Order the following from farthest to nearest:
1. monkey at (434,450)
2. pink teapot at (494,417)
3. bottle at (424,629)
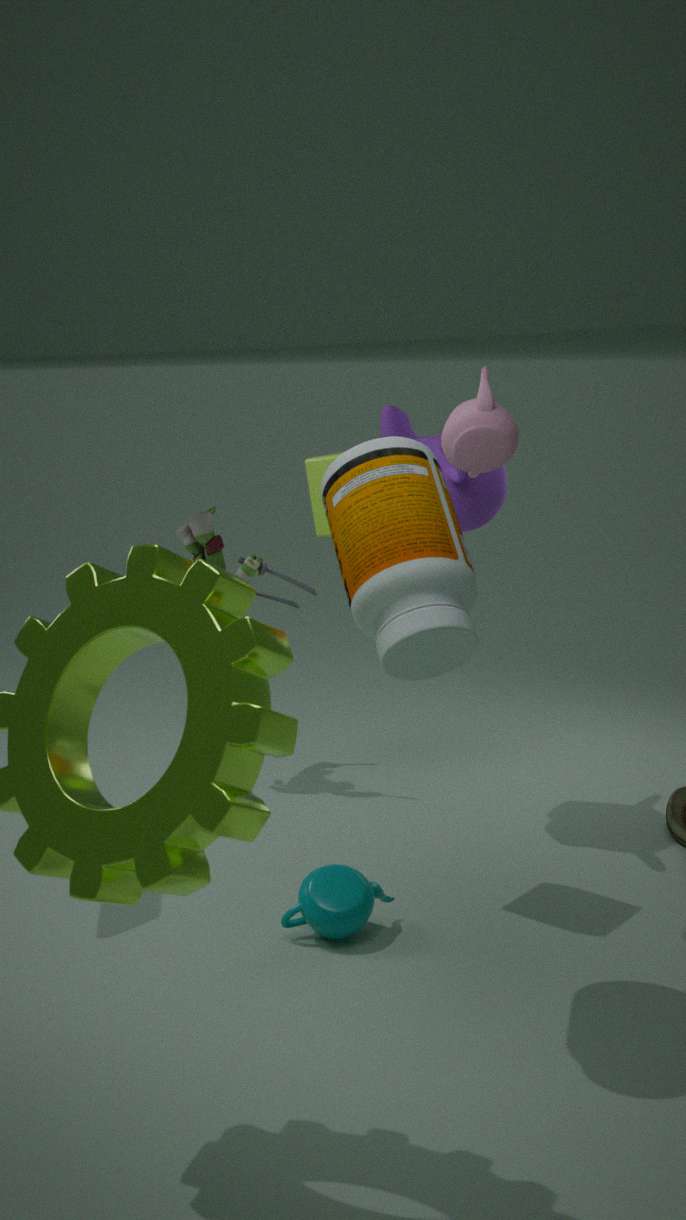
monkey at (434,450)
pink teapot at (494,417)
bottle at (424,629)
